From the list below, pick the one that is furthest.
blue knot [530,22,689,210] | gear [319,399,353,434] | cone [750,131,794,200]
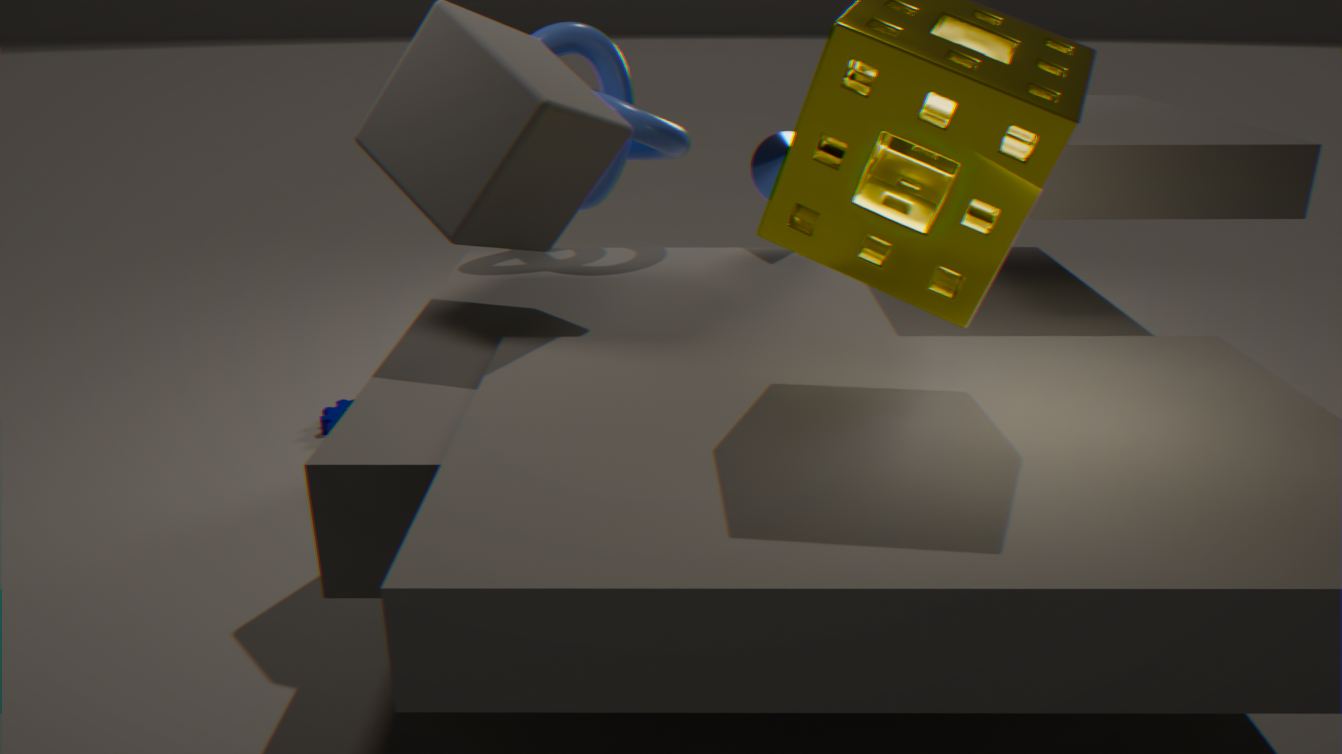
gear [319,399,353,434]
